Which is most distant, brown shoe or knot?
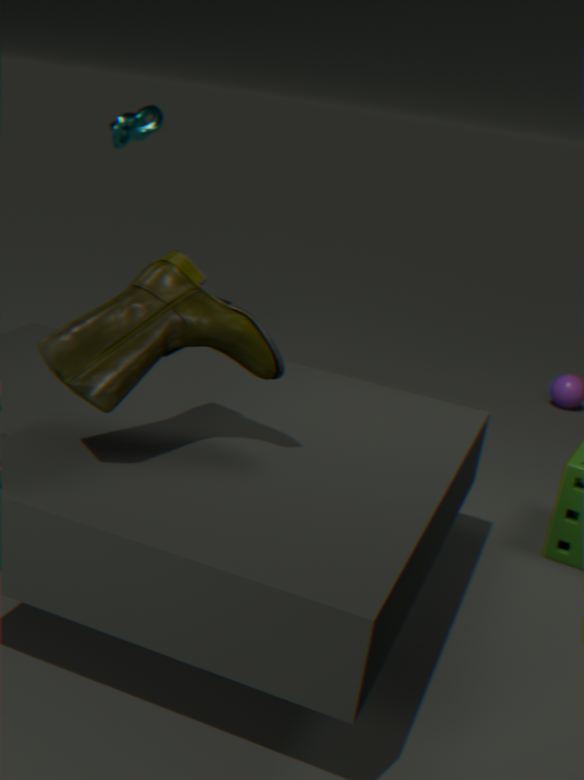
knot
